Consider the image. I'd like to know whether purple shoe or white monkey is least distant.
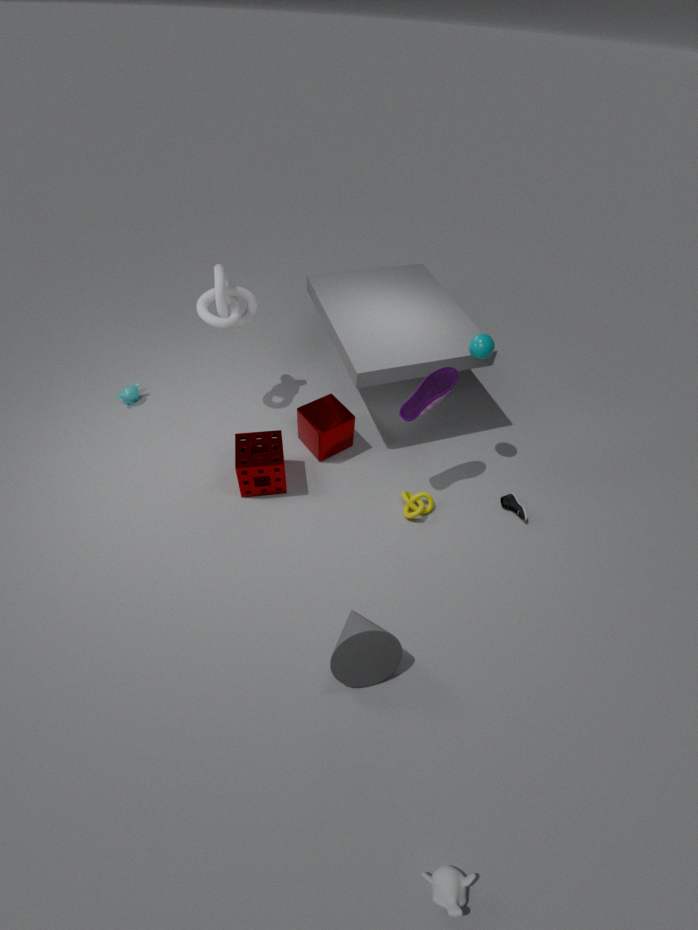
white monkey
